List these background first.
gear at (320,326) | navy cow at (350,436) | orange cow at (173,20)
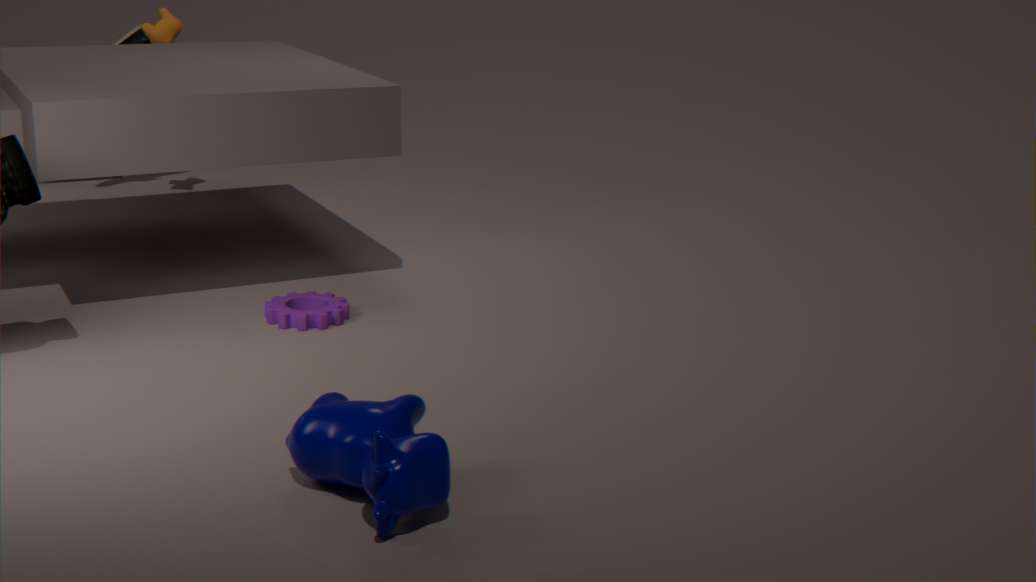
orange cow at (173,20) < gear at (320,326) < navy cow at (350,436)
